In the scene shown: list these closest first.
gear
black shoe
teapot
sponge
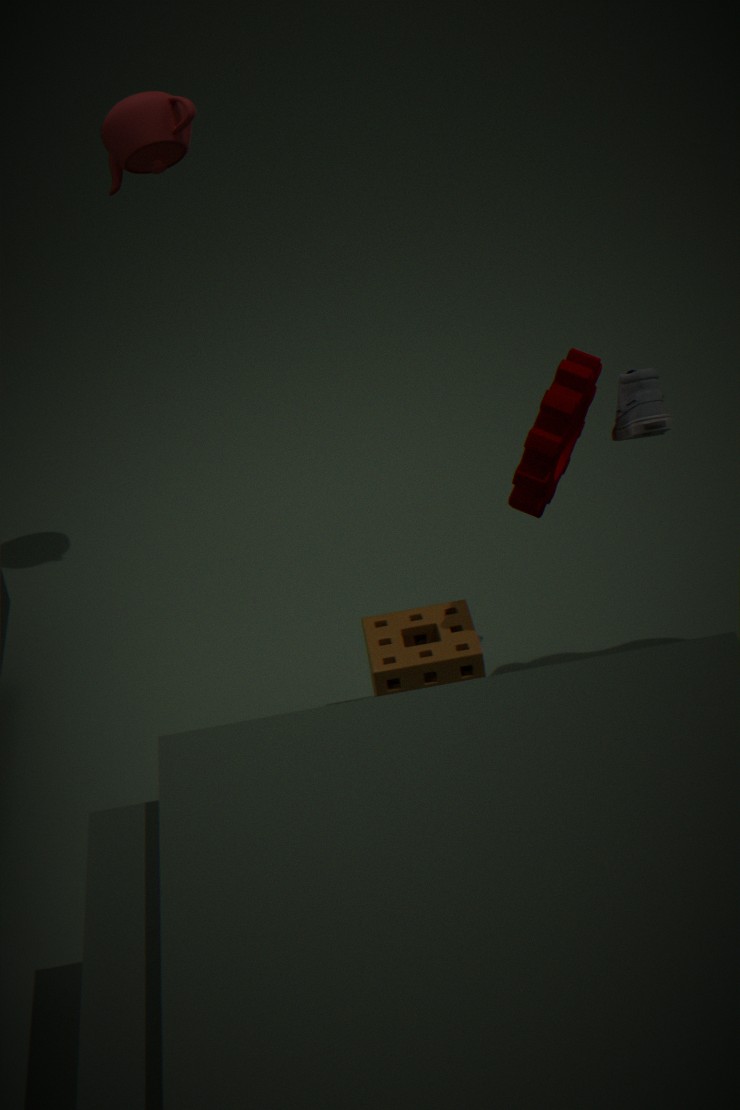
1. black shoe
2. gear
3. sponge
4. teapot
